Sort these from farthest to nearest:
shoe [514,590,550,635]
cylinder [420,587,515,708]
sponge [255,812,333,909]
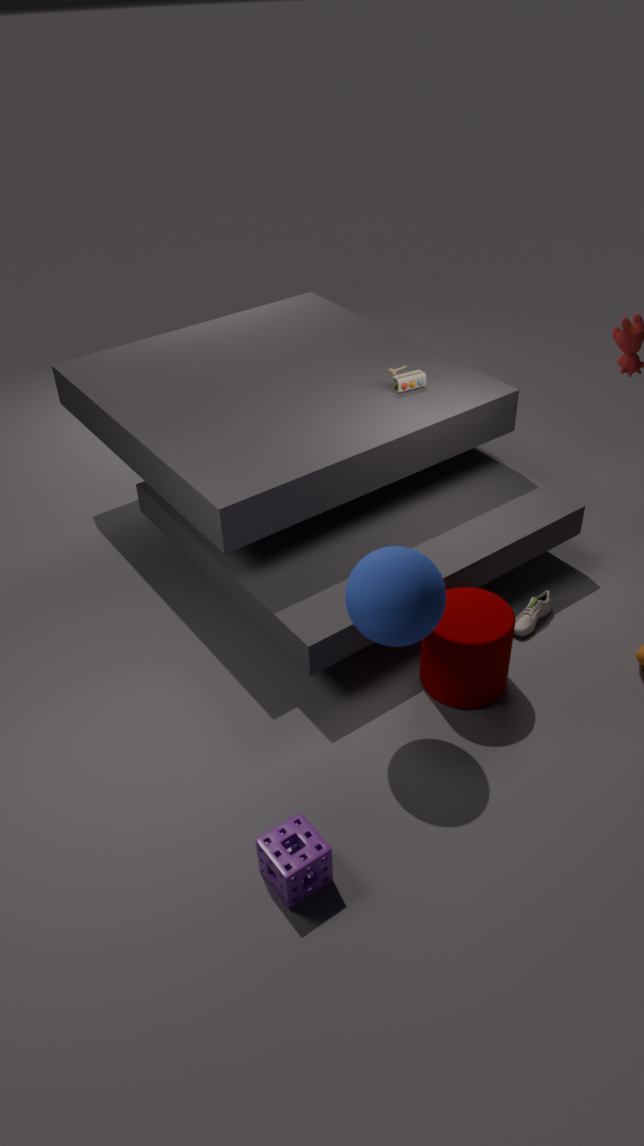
shoe [514,590,550,635]
cylinder [420,587,515,708]
sponge [255,812,333,909]
